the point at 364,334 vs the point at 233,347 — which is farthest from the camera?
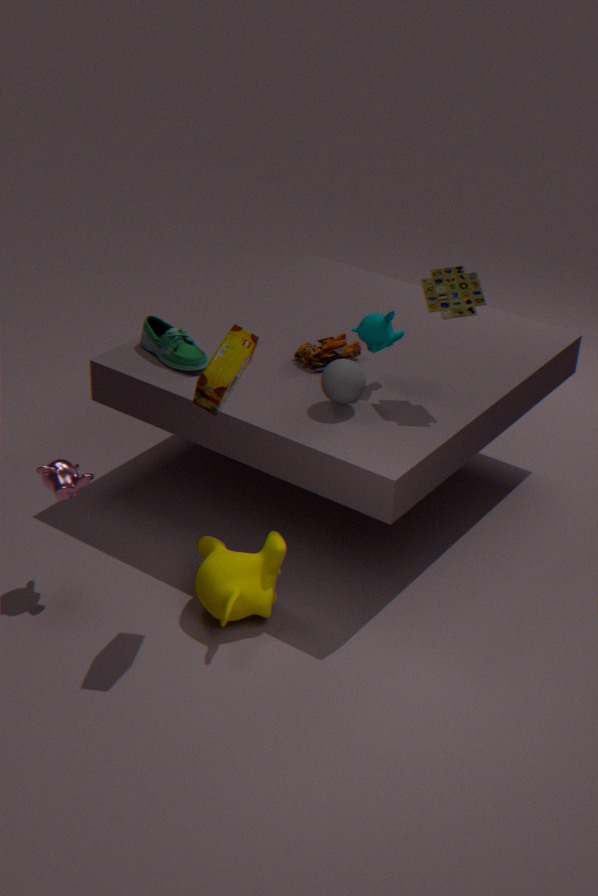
the point at 364,334
